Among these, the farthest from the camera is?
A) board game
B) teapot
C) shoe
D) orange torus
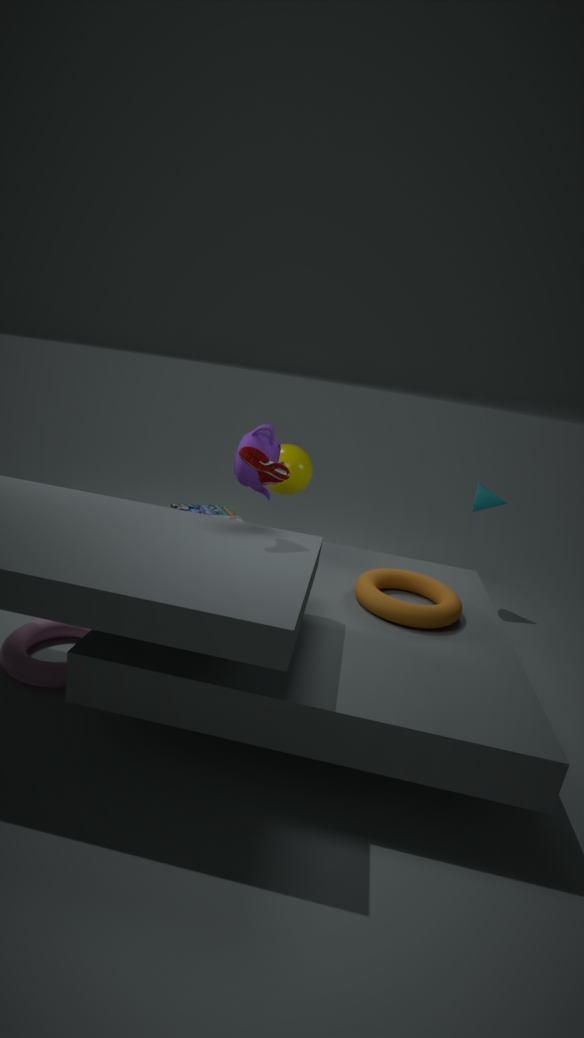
A. board game
